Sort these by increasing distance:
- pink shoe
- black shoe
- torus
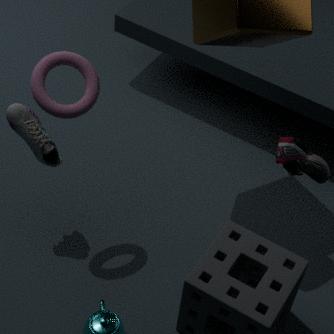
1. torus
2. pink shoe
3. black shoe
